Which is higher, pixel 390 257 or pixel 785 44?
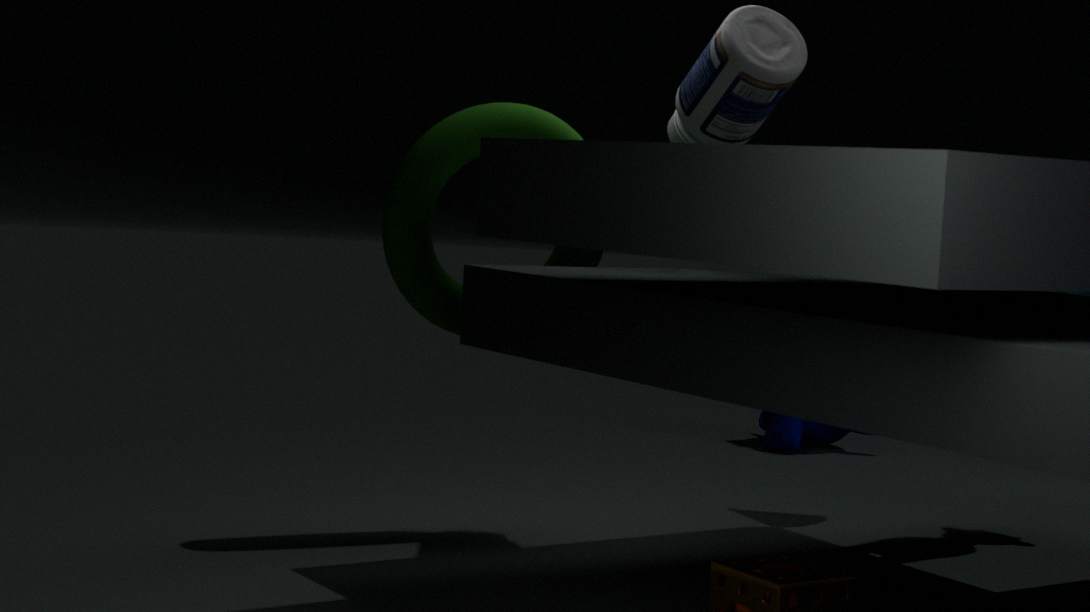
pixel 785 44
